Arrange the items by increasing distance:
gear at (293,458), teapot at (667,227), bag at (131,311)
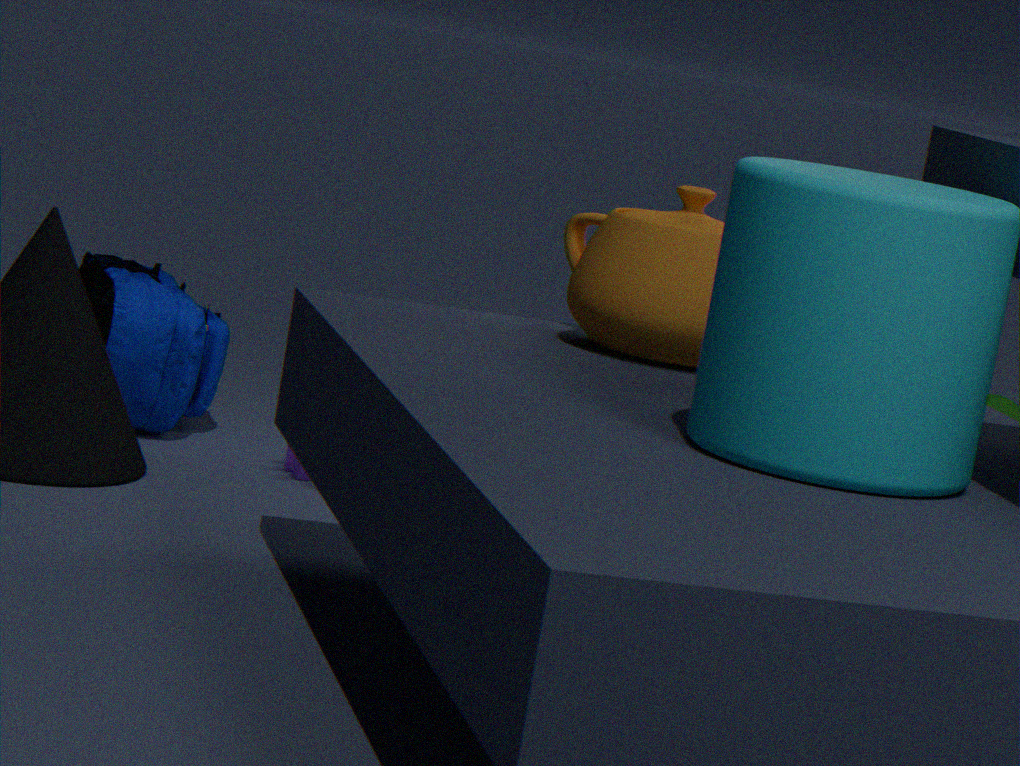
teapot at (667,227), gear at (293,458), bag at (131,311)
